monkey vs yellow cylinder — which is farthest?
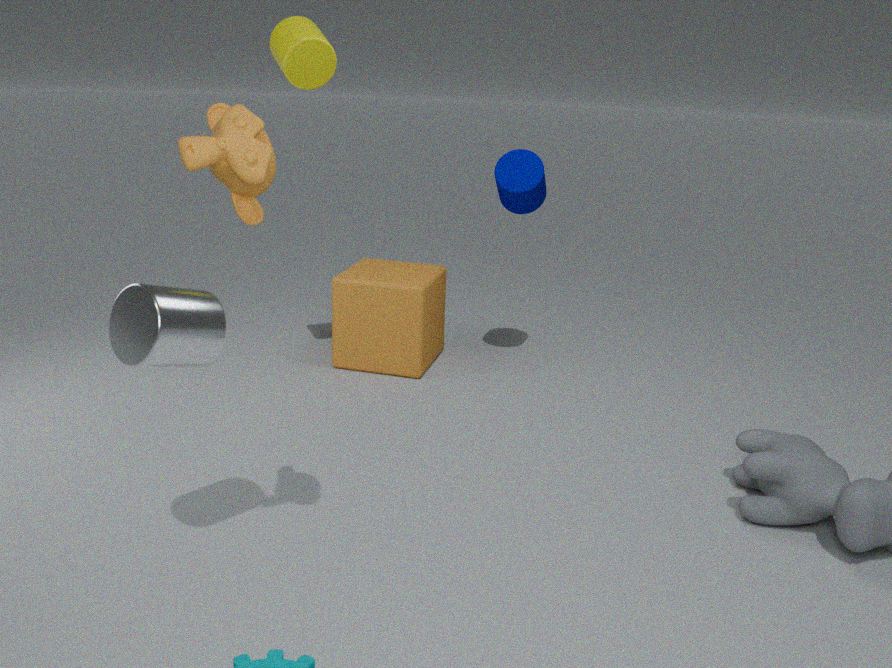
yellow cylinder
